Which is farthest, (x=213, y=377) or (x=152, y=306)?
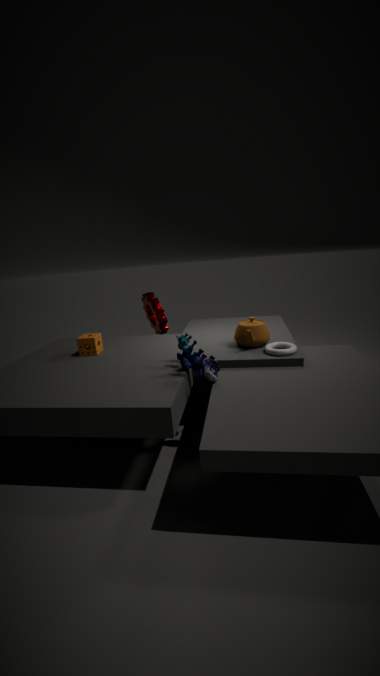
(x=152, y=306)
